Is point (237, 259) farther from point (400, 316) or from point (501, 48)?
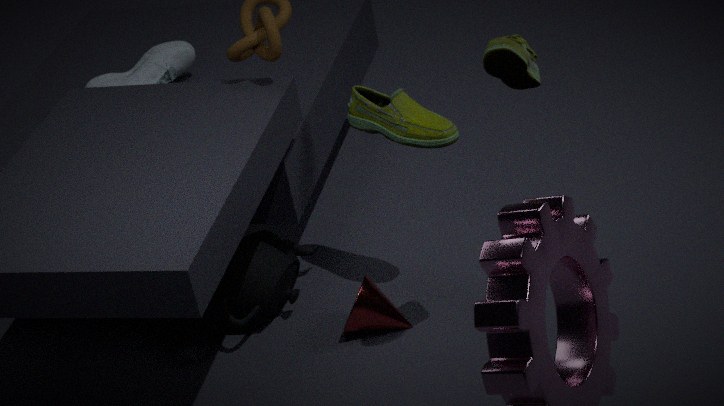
point (501, 48)
